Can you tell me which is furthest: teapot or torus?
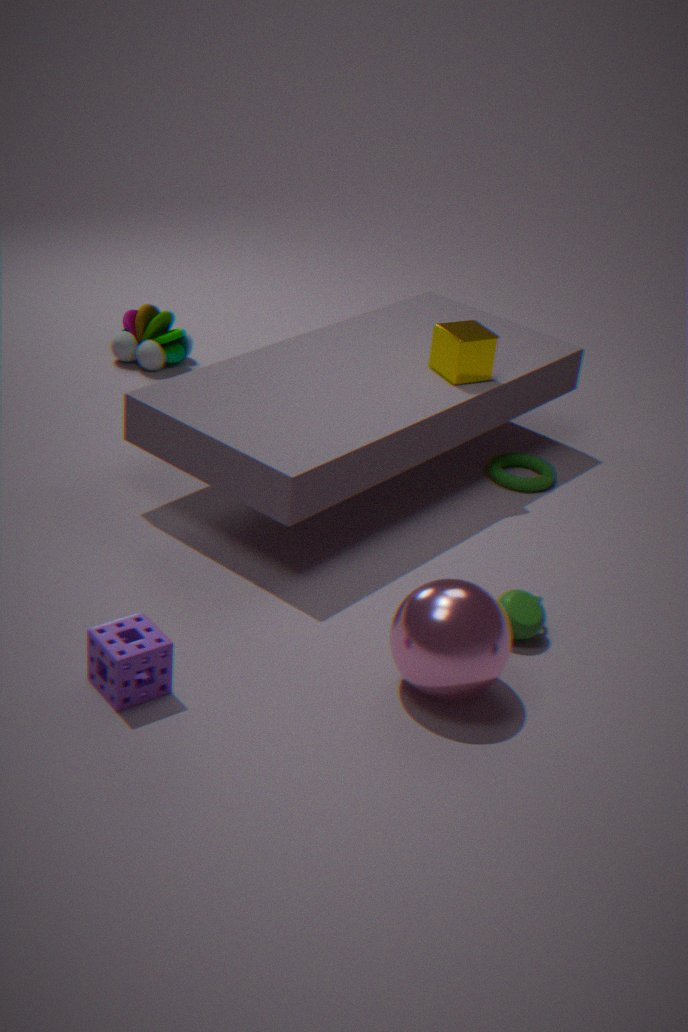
torus
